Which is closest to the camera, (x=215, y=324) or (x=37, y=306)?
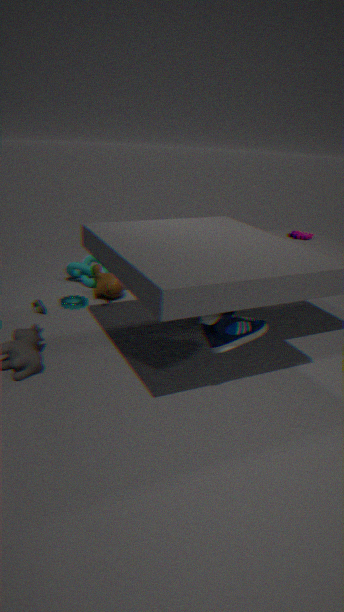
(x=215, y=324)
